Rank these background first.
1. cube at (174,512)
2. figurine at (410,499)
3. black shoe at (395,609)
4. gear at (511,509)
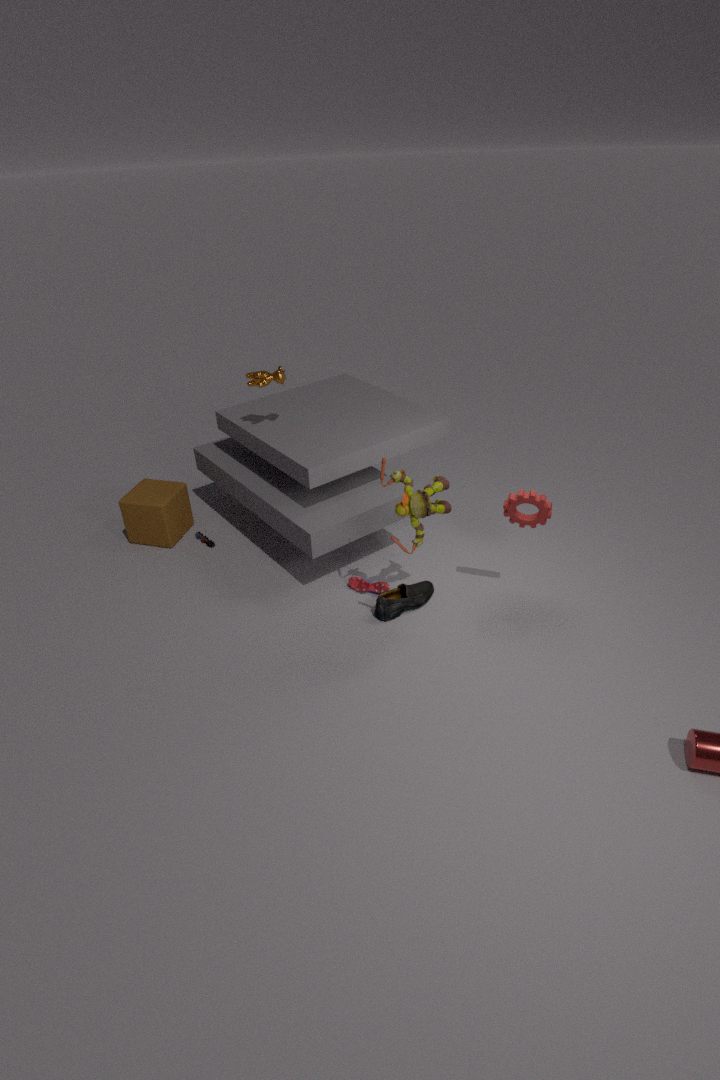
cube at (174,512) → black shoe at (395,609) → gear at (511,509) → figurine at (410,499)
